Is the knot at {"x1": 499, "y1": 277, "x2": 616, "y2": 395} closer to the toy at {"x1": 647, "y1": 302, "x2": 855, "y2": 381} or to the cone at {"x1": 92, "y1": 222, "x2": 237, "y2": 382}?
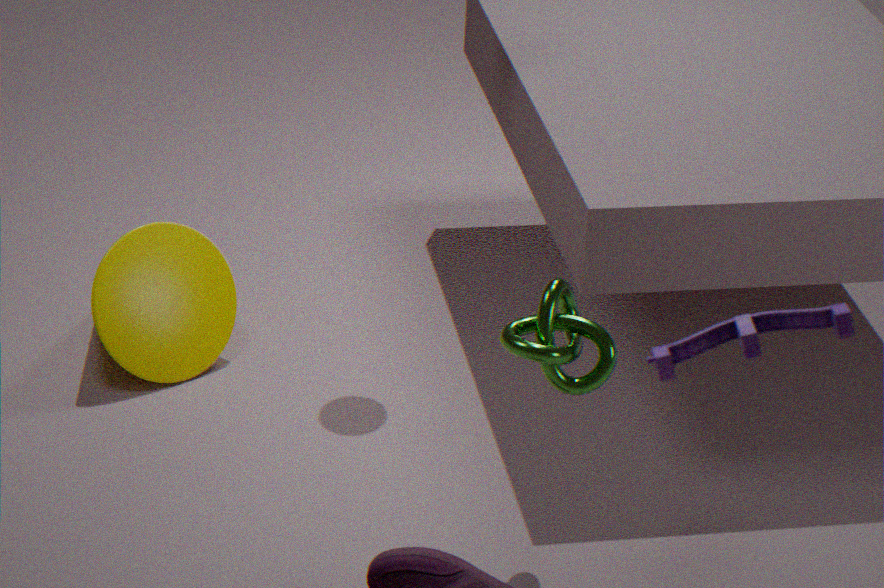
the toy at {"x1": 647, "y1": 302, "x2": 855, "y2": 381}
